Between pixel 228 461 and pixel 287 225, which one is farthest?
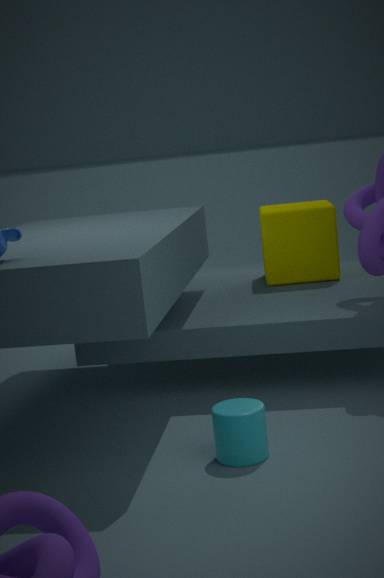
pixel 287 225
